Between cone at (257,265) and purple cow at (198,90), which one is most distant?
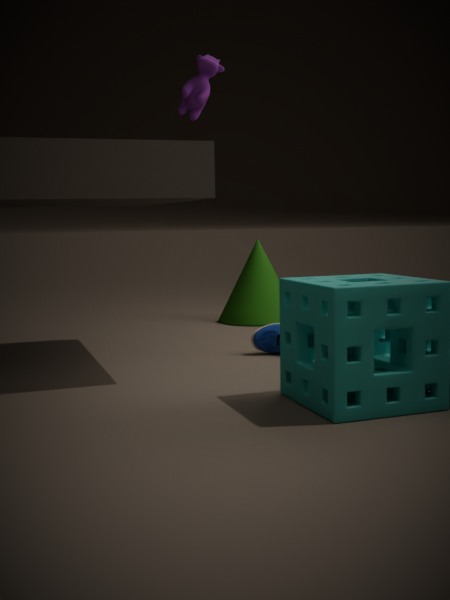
cone at (257,265)
